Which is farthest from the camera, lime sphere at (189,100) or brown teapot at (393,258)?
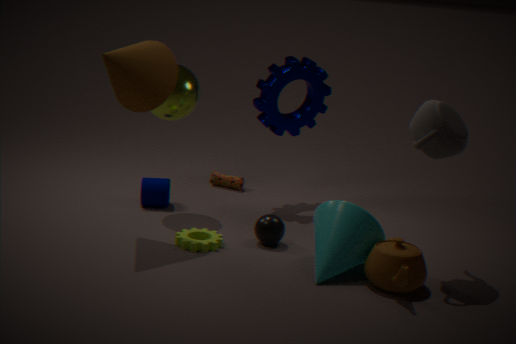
lime sphere at (189,100)
